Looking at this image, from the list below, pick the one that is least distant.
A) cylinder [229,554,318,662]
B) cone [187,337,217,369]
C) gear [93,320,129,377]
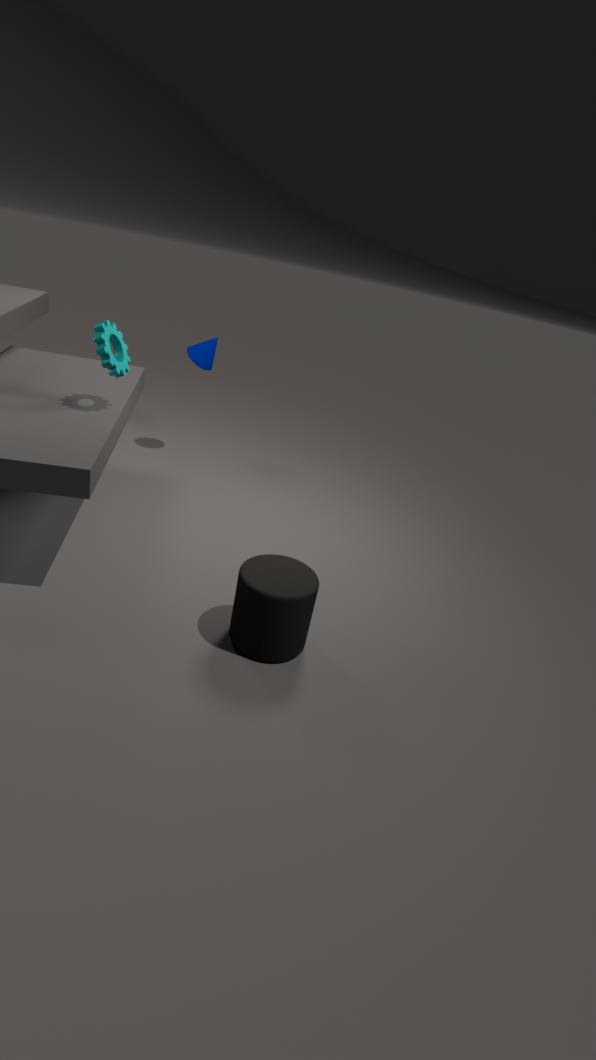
A. cylinder [229,554,318,662]
